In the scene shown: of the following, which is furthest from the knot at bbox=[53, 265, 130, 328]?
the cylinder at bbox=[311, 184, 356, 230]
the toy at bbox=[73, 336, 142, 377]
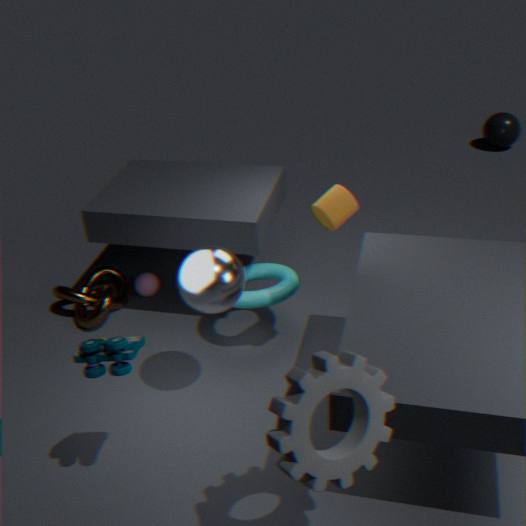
the cylinder at bbox=[311, 184, 356, 230]
